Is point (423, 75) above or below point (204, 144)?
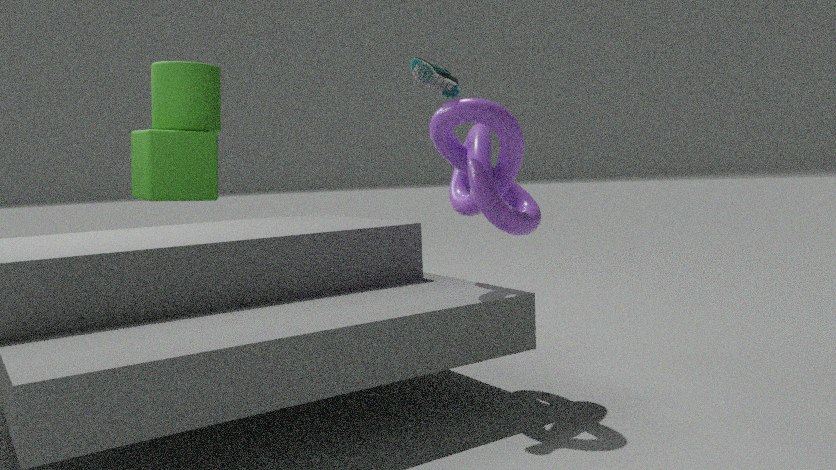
above
